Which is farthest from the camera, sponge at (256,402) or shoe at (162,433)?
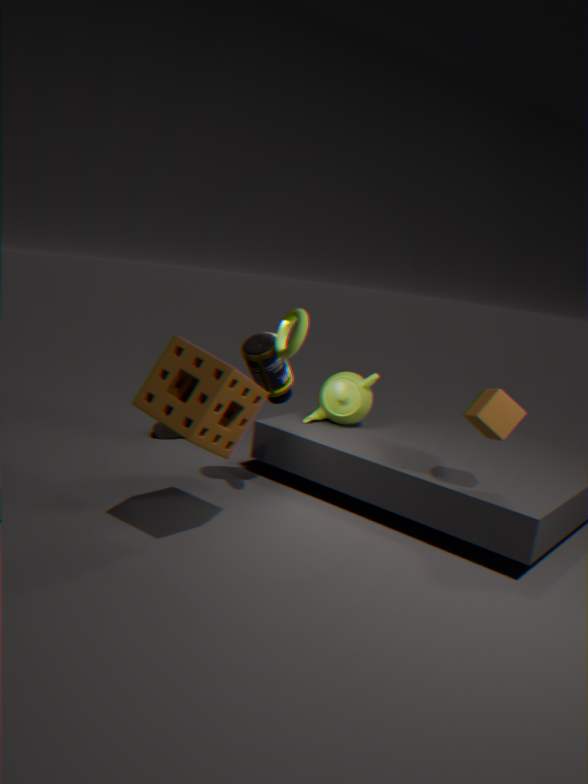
shoe at (162,433)
